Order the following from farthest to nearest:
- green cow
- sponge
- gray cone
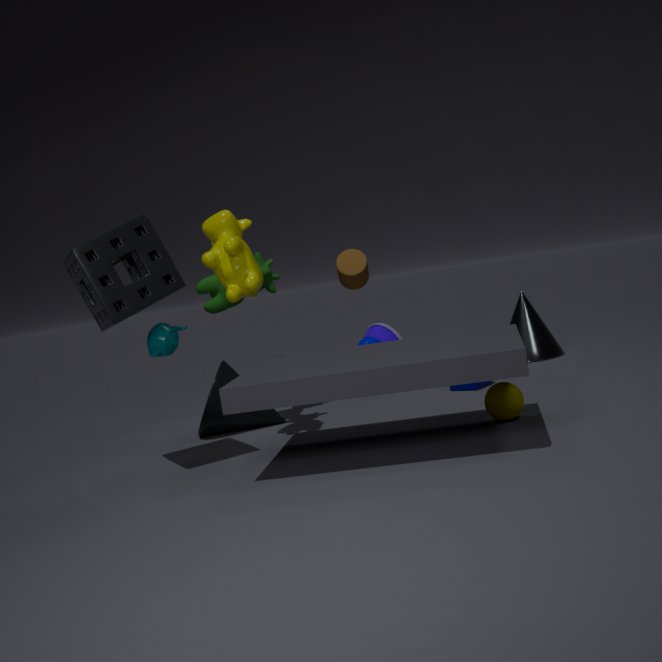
gray cone, green cow, sponge
